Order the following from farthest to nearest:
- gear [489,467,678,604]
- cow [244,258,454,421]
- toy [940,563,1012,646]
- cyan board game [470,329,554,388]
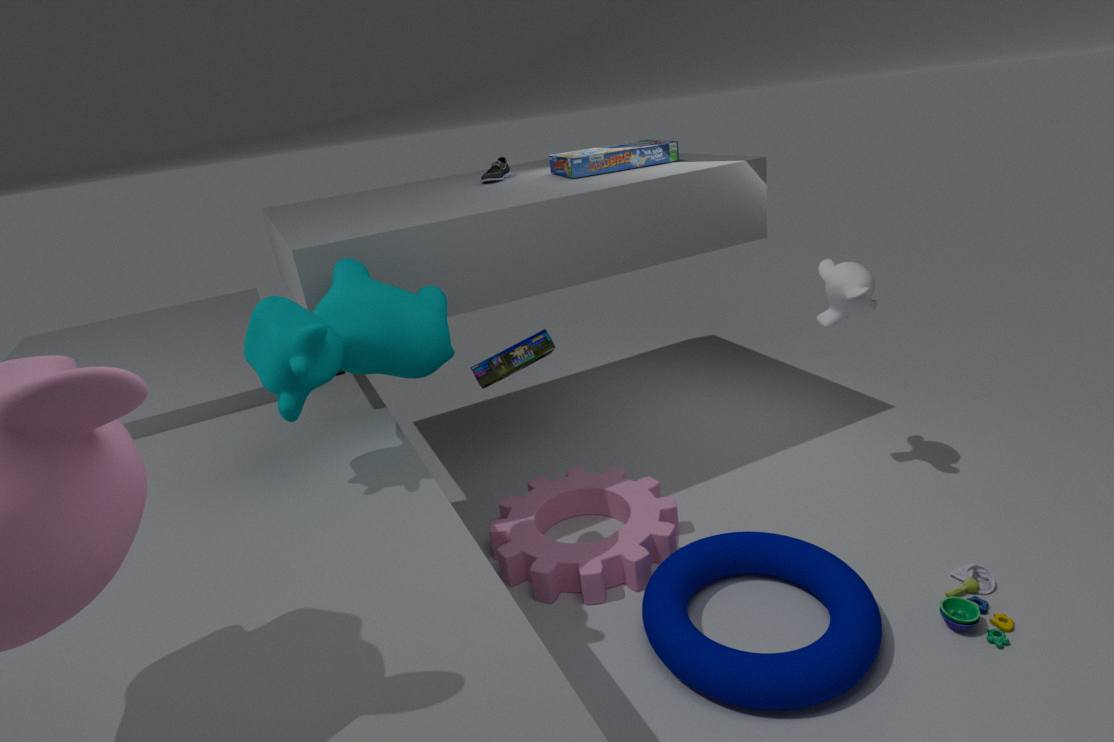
cyan board game [470,329,554,388]
gear [489,467,678,604]
toy [940,563,1012,646]
cow [244,258,454,421]
